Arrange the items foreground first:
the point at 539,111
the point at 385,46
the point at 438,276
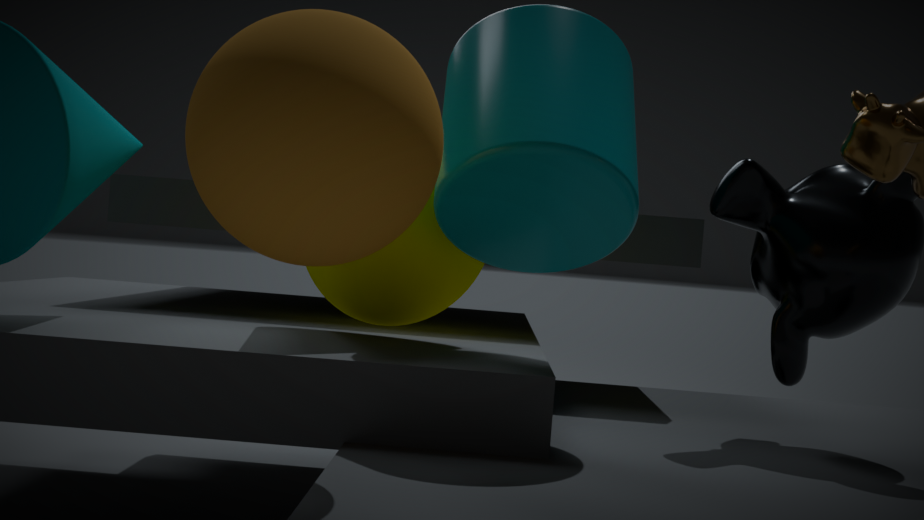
1. the point at 385,46
2. the point at 539,111
3. the point at 438,276
